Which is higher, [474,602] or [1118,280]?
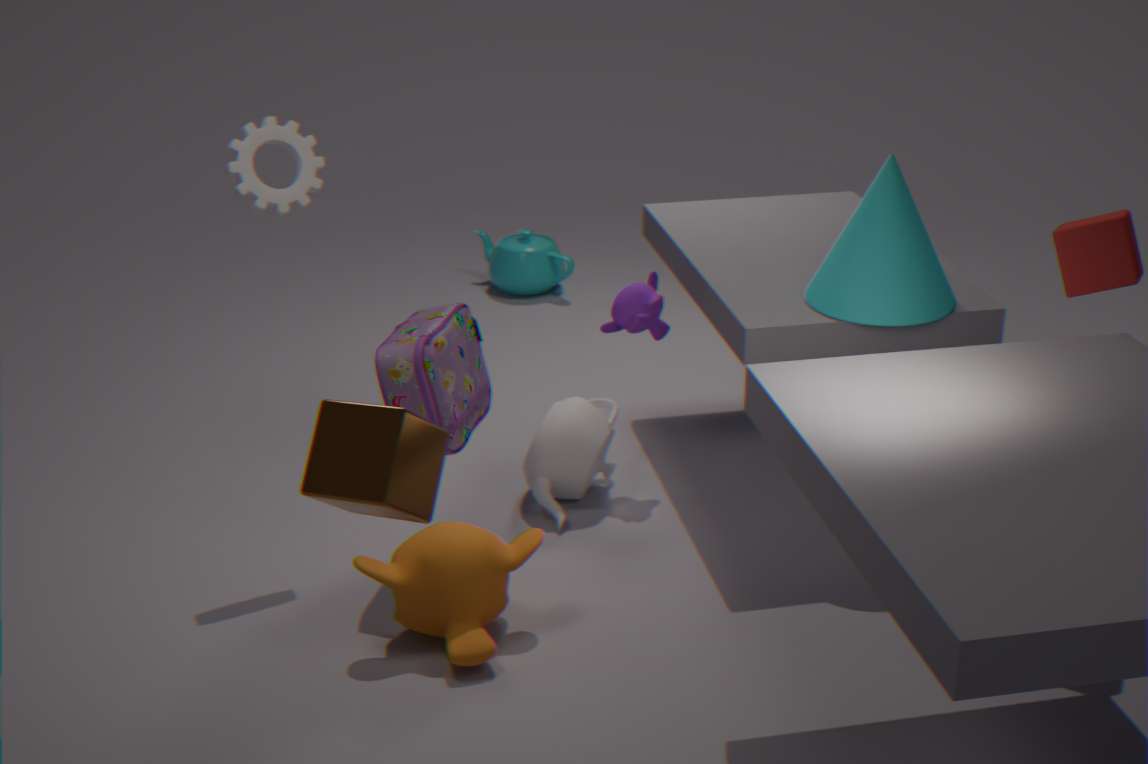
[1118,280]
